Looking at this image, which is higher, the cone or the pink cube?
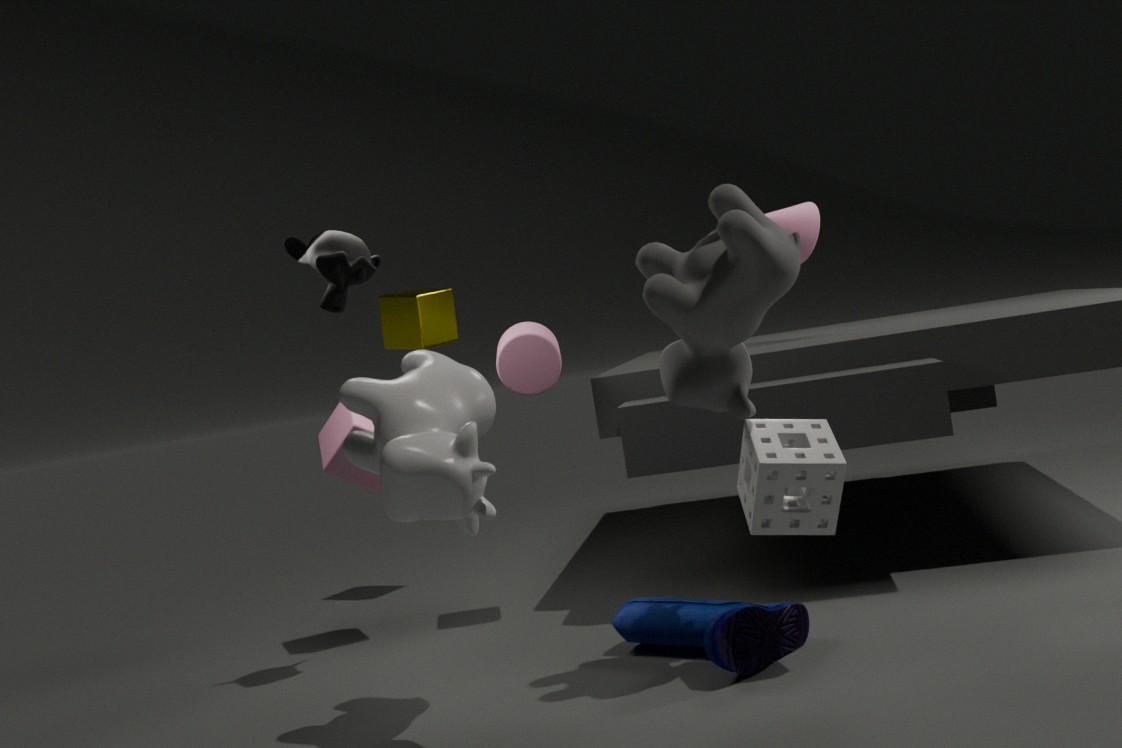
the cone
